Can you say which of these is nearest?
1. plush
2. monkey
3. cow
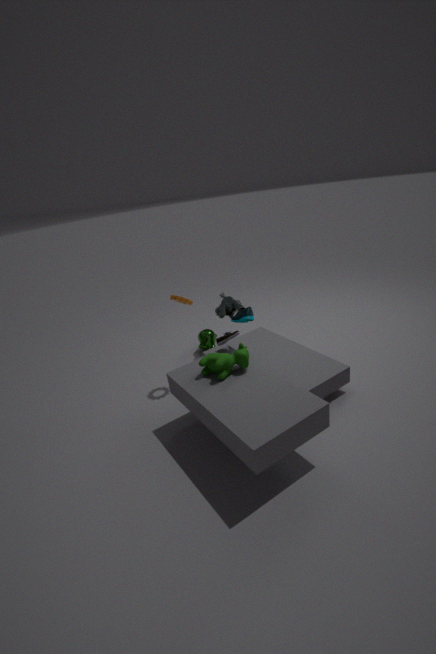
cow
